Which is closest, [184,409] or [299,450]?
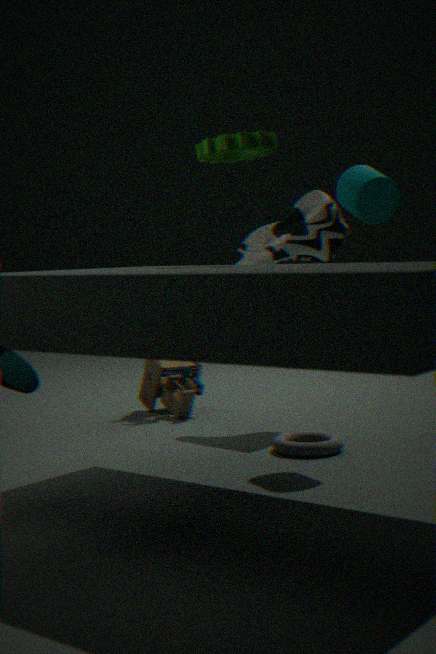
[299,450]
